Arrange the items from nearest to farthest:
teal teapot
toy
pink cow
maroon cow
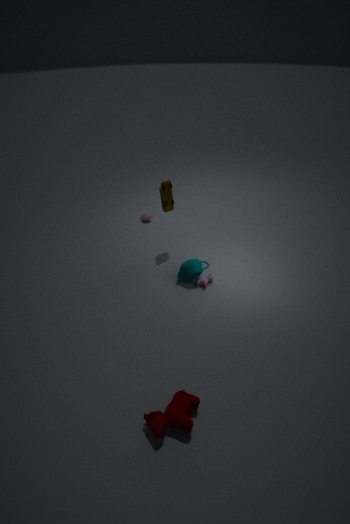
maroon cow < teal teapot < toy < pink cow
